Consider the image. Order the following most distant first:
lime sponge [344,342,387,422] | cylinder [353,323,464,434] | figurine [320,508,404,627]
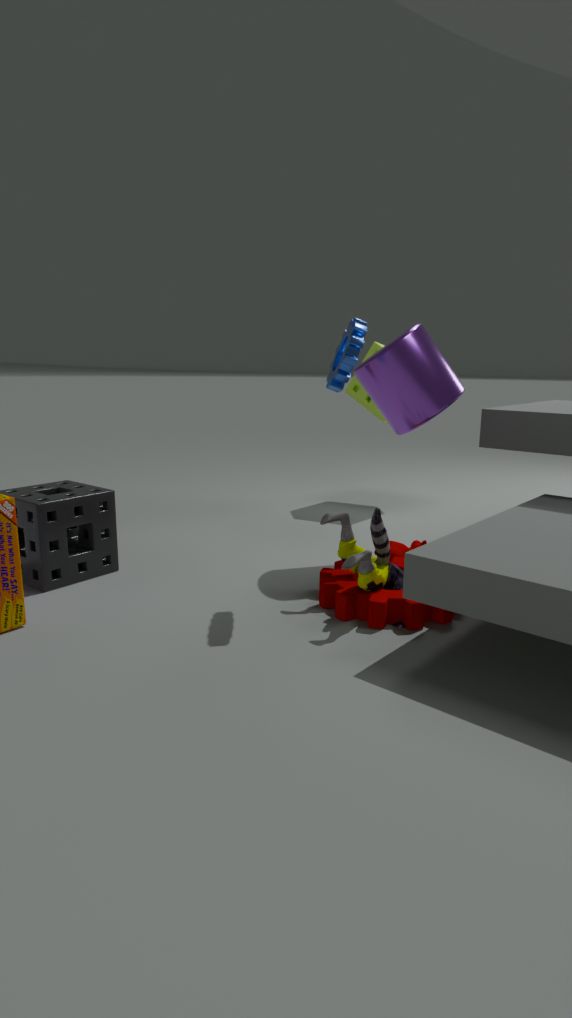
lime sponge [344,342,387,422] → cylinder [353,323,464,434] → figurine [320,508,404,627]
